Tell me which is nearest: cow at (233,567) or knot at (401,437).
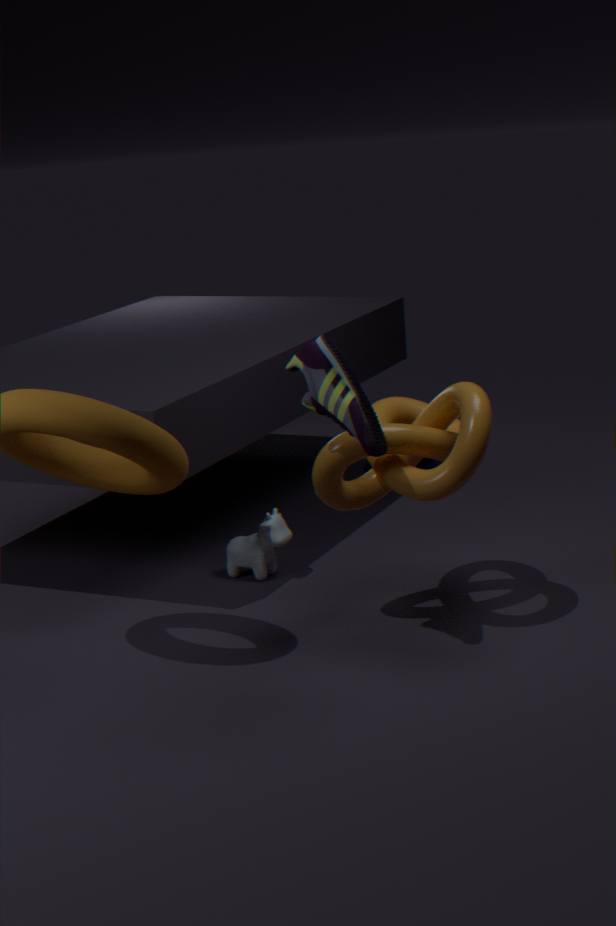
knot at (401,437)
